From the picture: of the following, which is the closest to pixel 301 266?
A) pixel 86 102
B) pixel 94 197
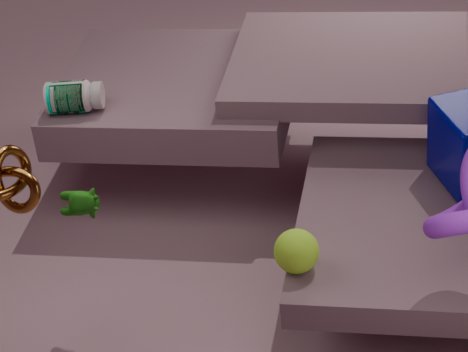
pixel 94 197
